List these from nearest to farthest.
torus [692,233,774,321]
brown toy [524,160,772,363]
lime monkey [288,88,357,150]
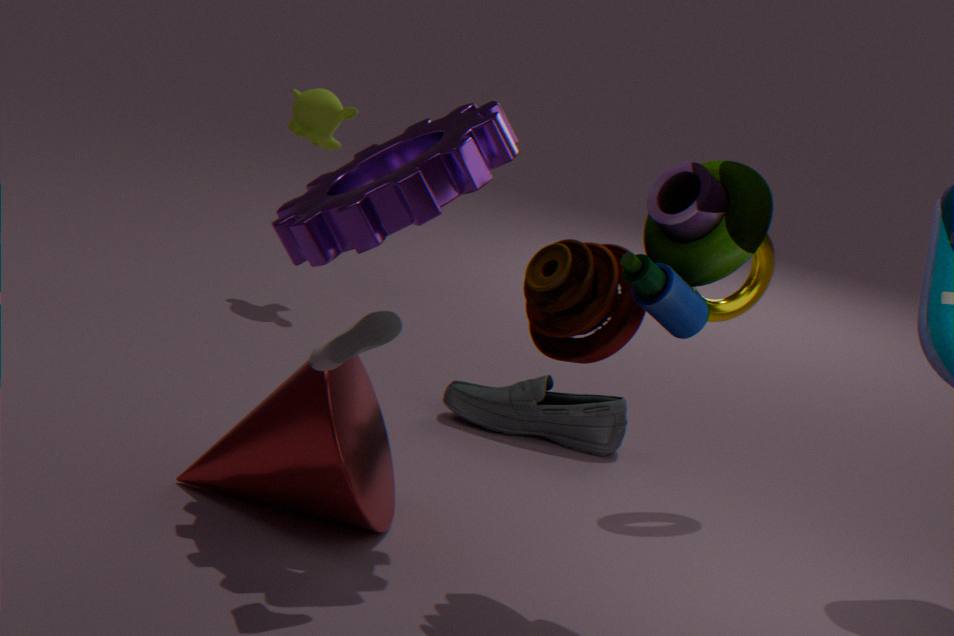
1. brown toy [524,160,772,363]
2. torus [692,233,774,321]
3. lime monkey [288,88,357,150]
